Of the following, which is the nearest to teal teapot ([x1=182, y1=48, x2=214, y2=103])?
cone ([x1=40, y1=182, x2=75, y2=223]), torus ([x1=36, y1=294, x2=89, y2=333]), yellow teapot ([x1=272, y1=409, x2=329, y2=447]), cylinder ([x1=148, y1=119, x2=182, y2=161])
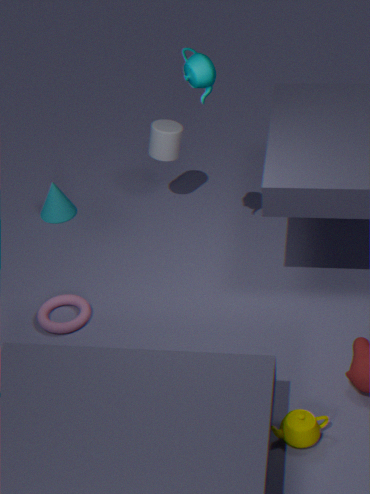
cylinder ([x1=148, y1=119, x2=182, y2=161])
